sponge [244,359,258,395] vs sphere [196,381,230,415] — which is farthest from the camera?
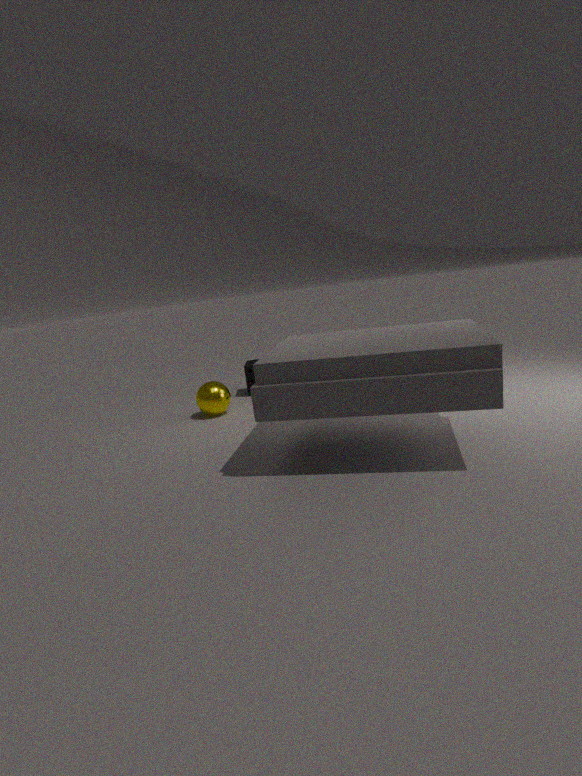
sponge [244,359,258,395]
